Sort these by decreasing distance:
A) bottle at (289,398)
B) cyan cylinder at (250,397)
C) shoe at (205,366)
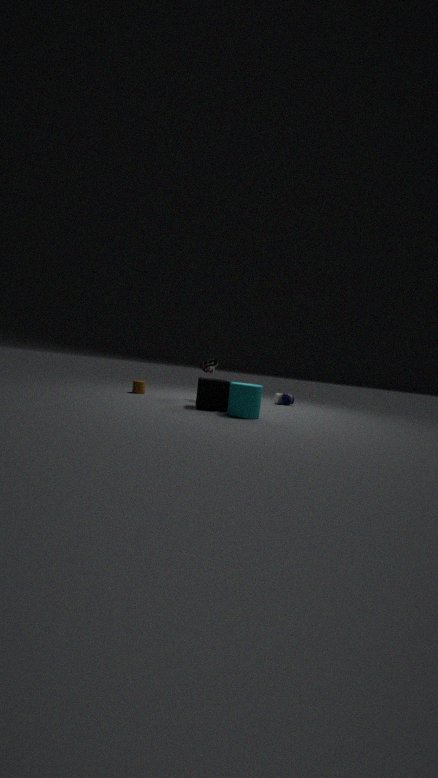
A. bottle at (289,398) < C. shoe at (205,366) < B. cyan cylinder at (250,397)
